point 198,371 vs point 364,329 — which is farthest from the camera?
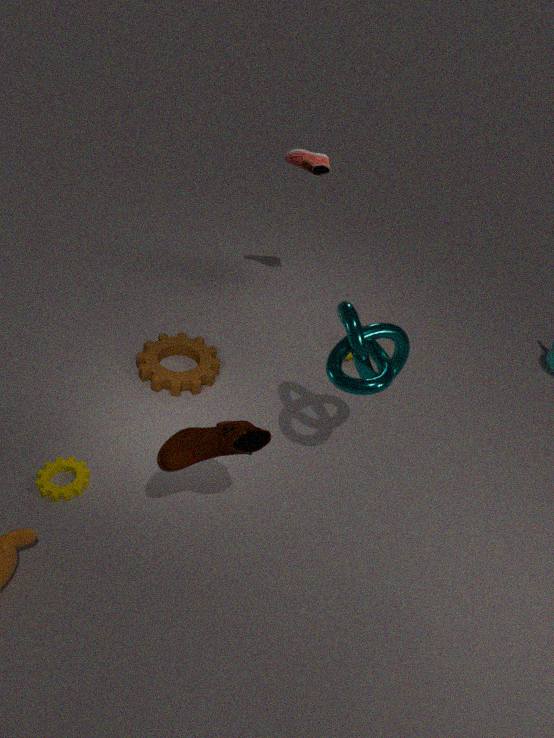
point 198,371
